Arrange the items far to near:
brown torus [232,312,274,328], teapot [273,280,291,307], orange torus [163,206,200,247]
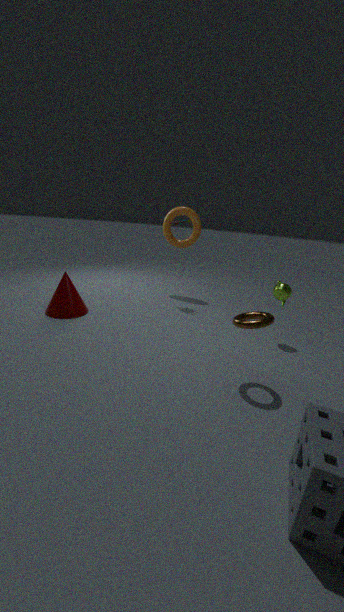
orange torus [163,206,200,247] → teapot [273,280,291,307] → brown torus [232,312,274,328]
